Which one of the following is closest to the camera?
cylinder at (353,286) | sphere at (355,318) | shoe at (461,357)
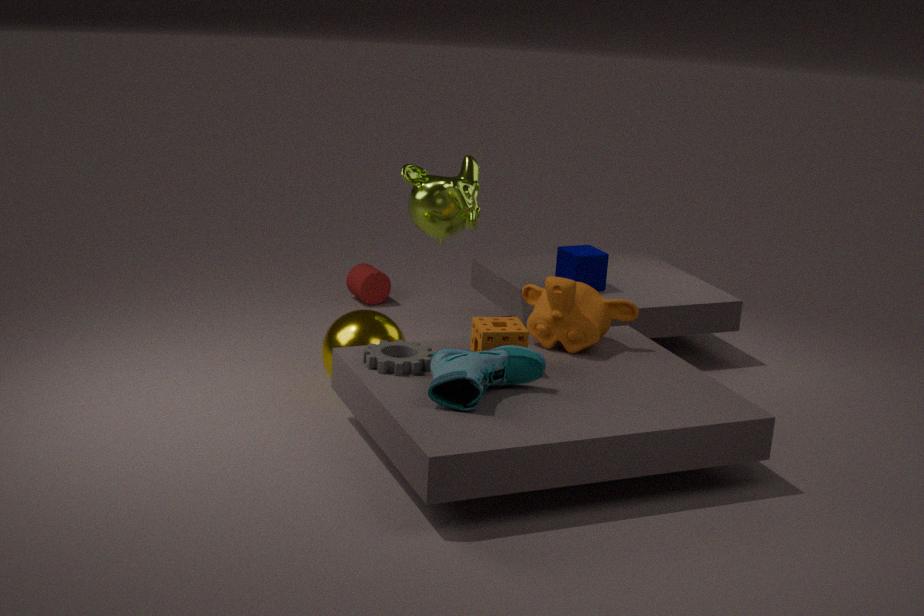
shoe at (461,357)
